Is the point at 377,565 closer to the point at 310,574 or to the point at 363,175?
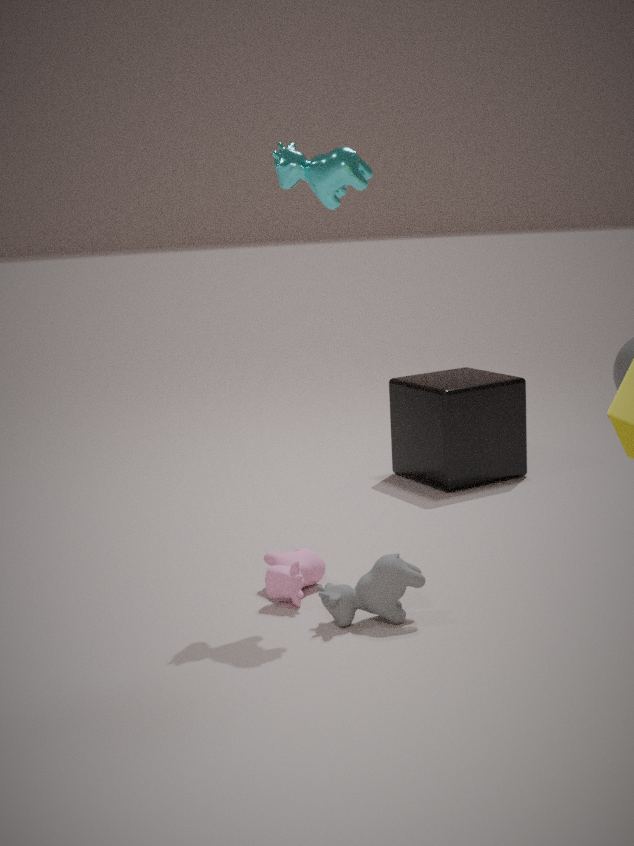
the point at 310,574
